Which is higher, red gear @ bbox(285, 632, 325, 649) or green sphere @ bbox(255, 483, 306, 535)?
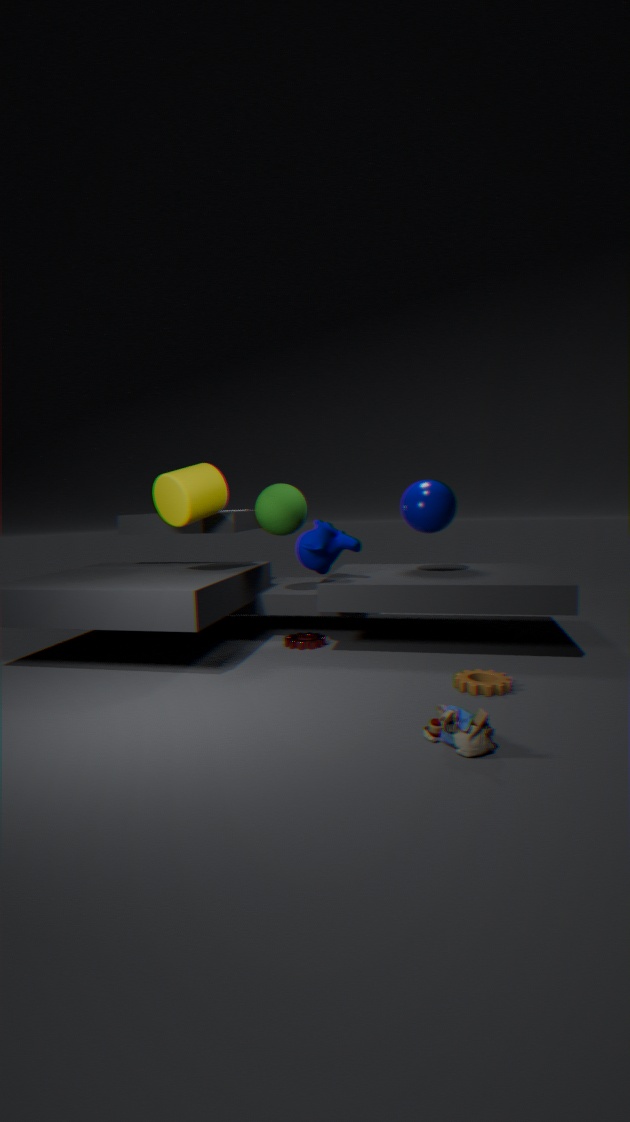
green sphere @ bbox(255, 483, 306, 535)
